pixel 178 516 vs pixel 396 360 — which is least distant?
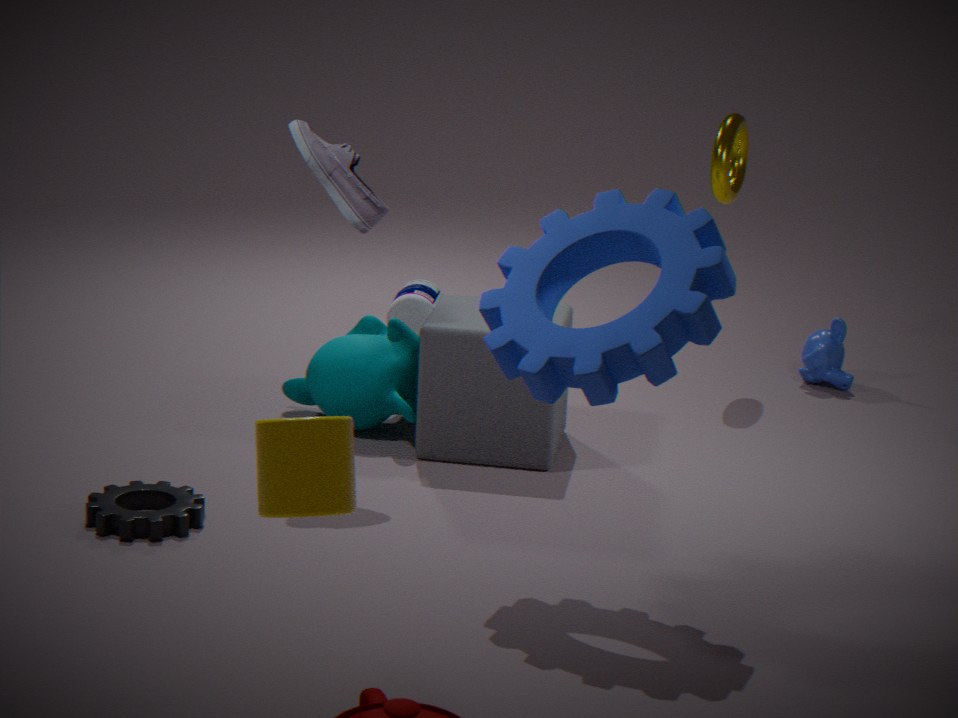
pixel 178 516
